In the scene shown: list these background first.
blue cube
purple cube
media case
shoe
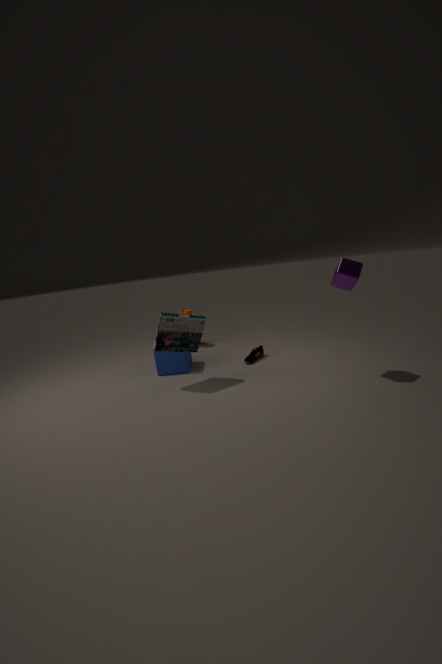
shoe, blue cube, media case, purple cube
